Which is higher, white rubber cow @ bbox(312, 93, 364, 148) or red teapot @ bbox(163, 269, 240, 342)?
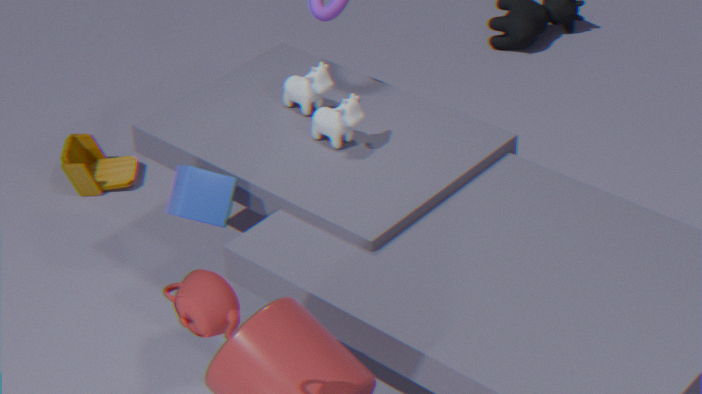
red teapot @ bbox(163, 269, 240, 342)
